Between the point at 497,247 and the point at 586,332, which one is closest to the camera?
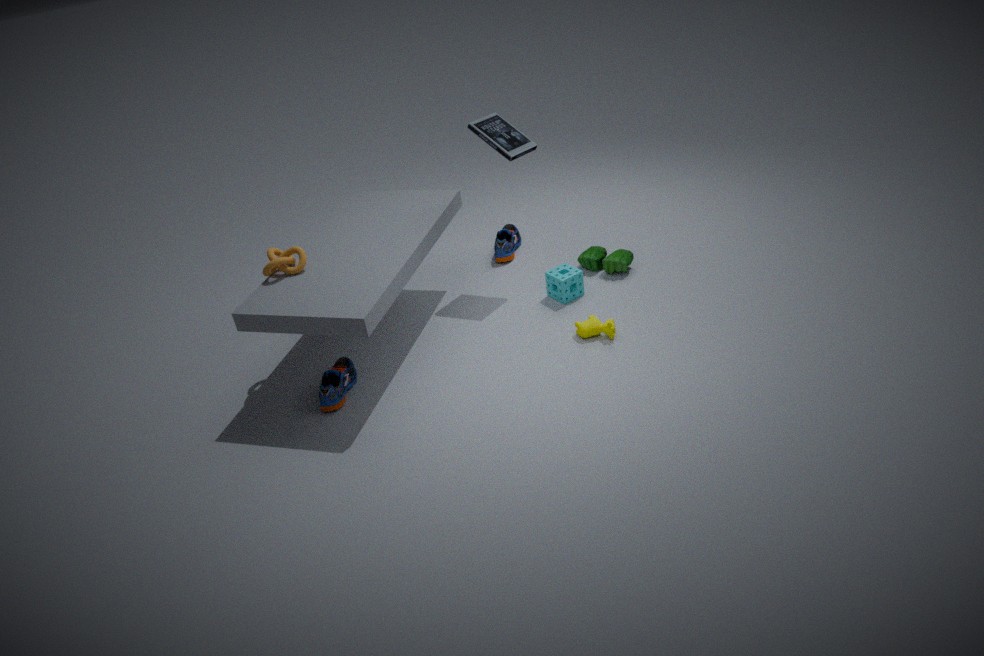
the point at 586,332
